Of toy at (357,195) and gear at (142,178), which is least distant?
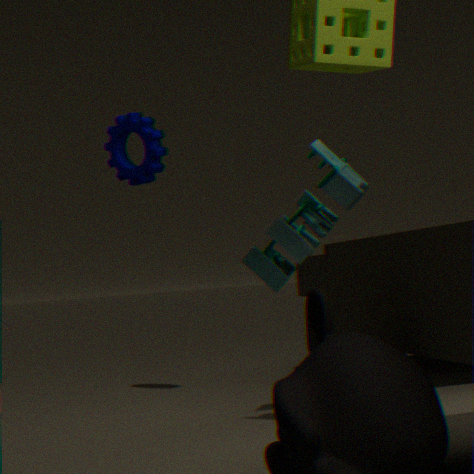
toy at (357,195)
